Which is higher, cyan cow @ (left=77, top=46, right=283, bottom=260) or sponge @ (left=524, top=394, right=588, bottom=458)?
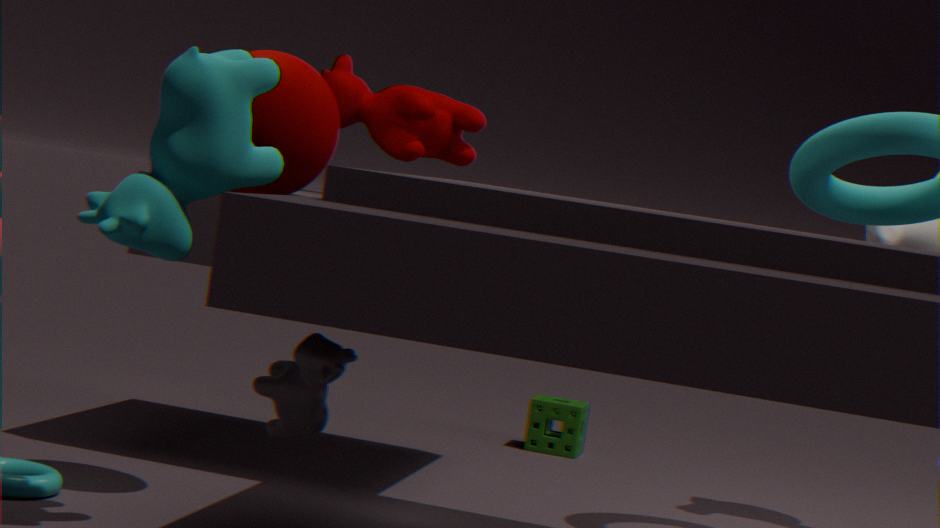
cyan cow @ (left=77, top=46, right=283, bottom=260)
